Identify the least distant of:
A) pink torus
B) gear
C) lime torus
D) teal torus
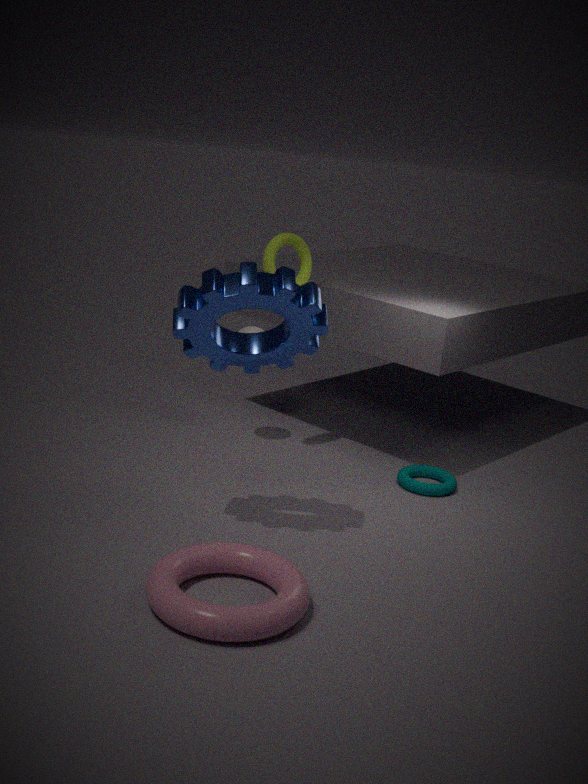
pink torus
